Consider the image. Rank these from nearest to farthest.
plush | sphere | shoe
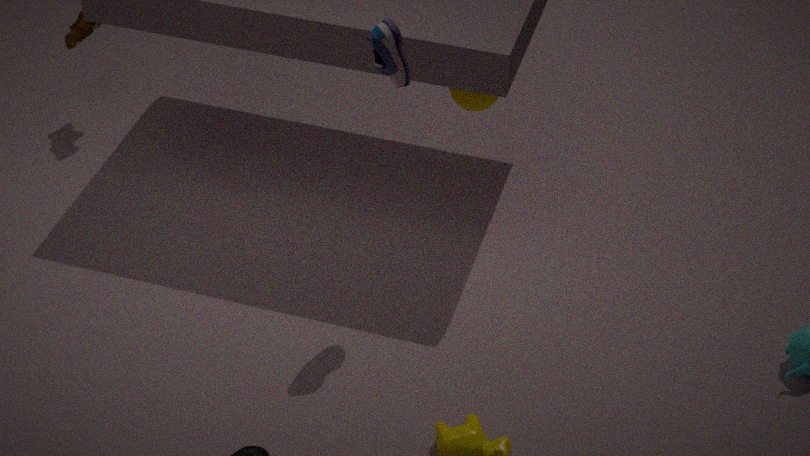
shoe, sphere, plush
